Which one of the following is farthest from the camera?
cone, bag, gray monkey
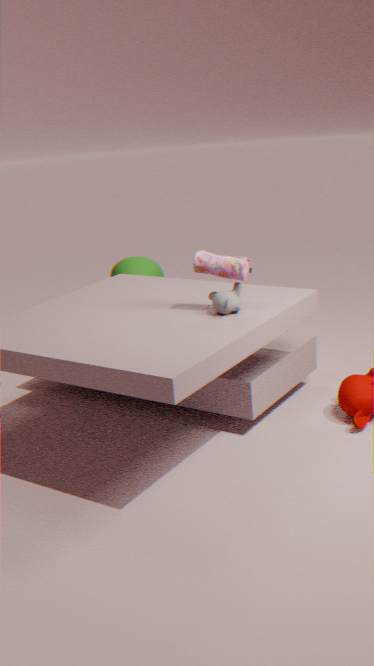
cone
